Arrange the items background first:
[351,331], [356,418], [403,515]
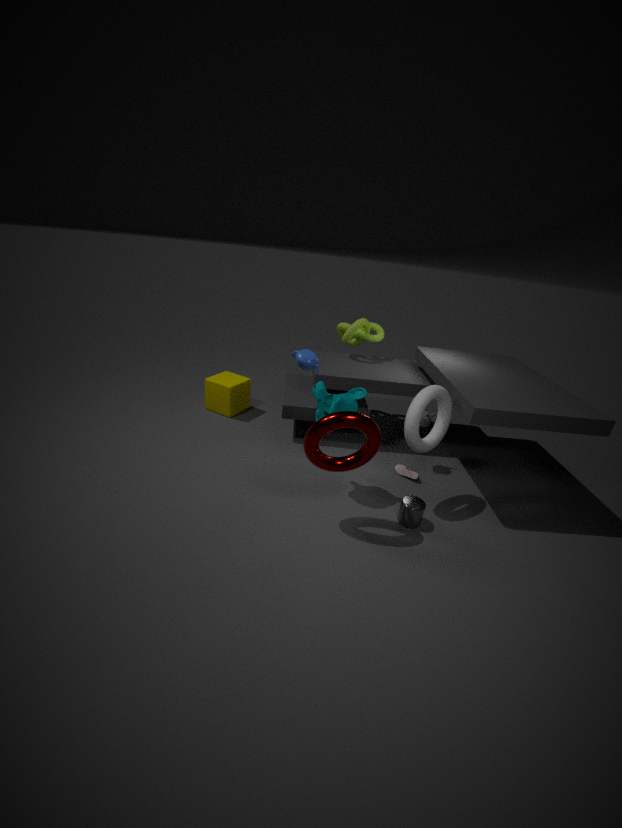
[351,331] < [403,515] < [356,418]
